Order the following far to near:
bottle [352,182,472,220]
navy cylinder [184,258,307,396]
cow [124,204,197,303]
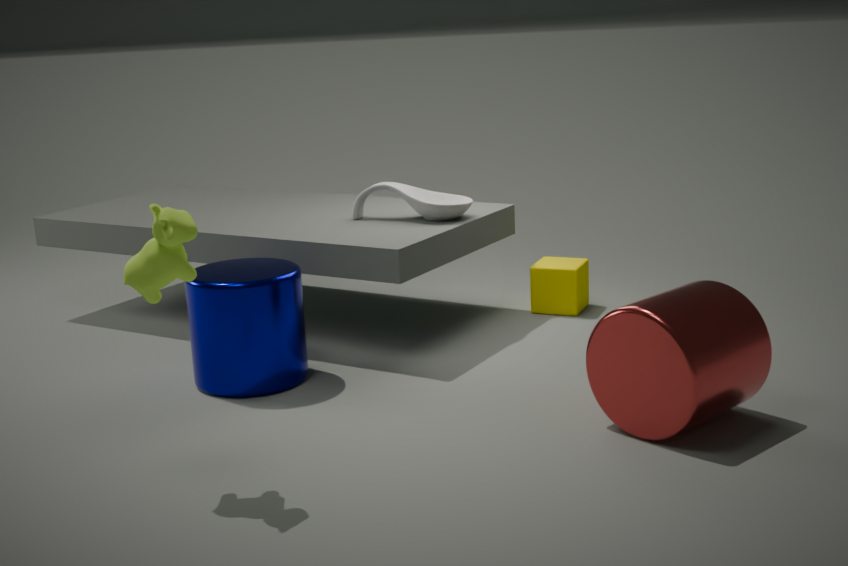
1. bottle [352,182,472,220]
2. navy cylinder [184,258,307,396]
3. cow [124,204,197,303]
